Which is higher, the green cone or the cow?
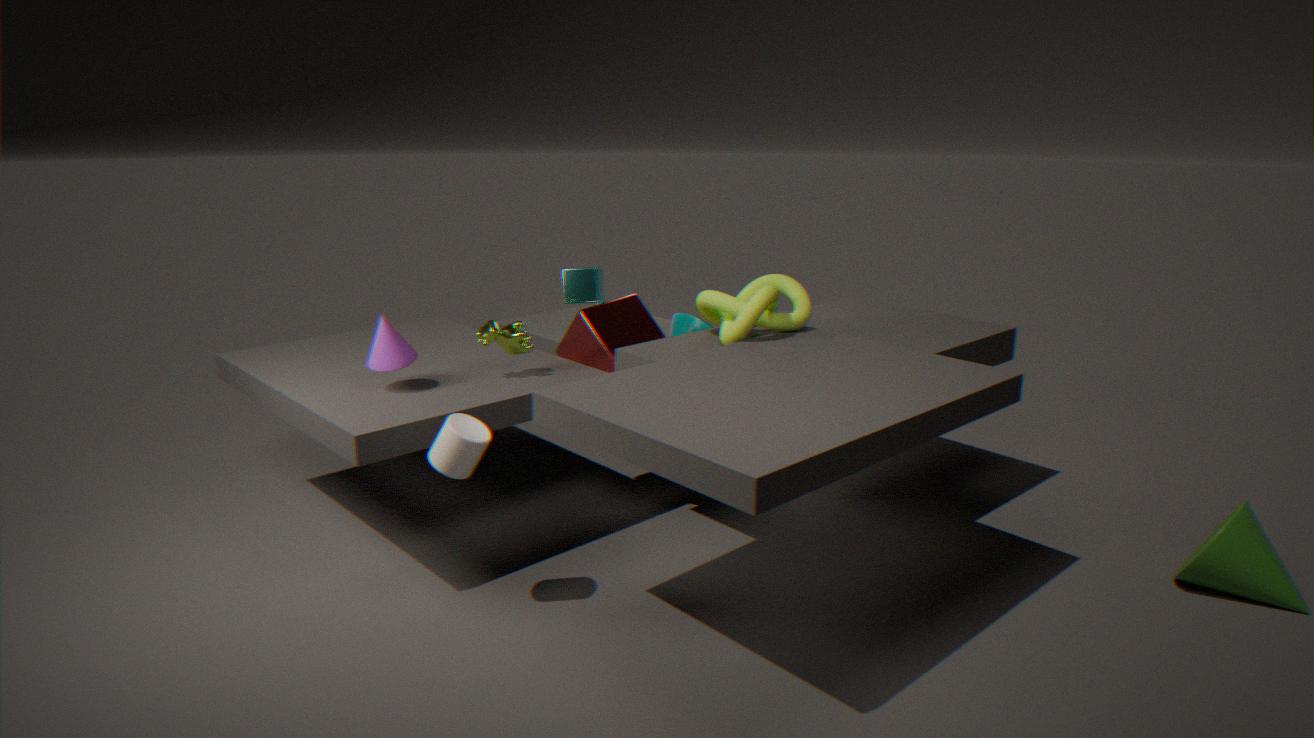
the cow
